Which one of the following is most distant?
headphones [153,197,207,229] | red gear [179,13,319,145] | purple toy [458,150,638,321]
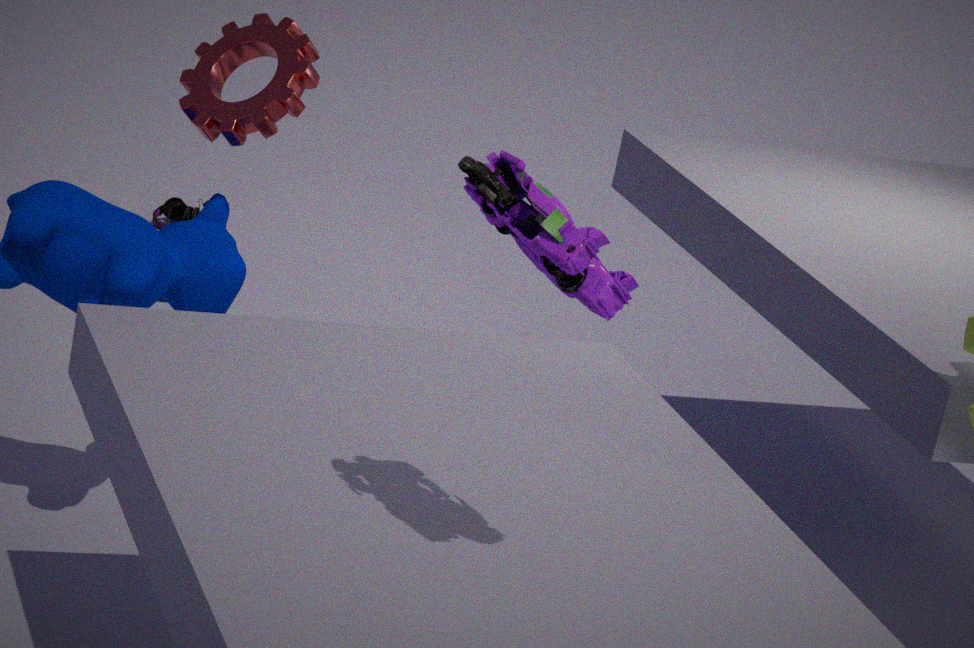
headphones [153,197,207,229]
